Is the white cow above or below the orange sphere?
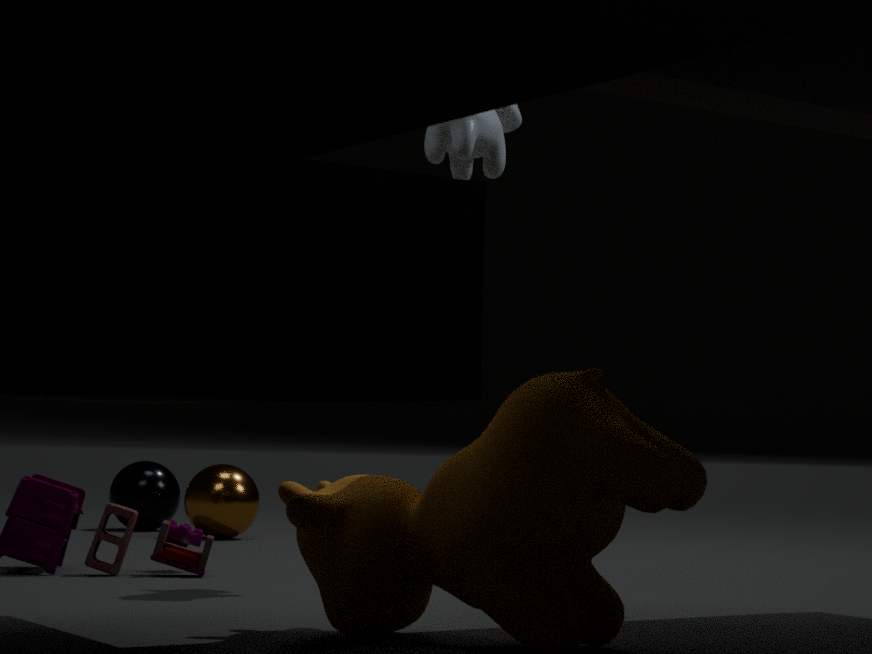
above
